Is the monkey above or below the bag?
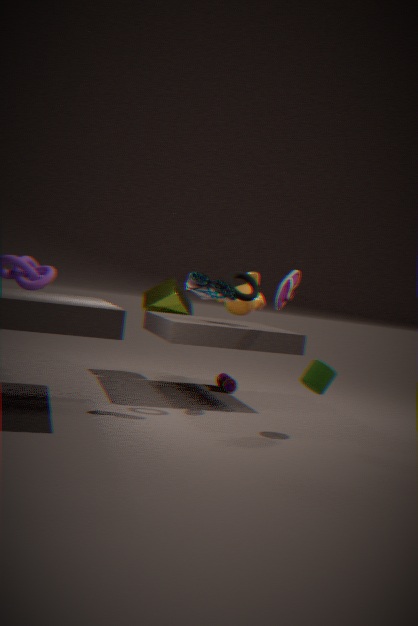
above
